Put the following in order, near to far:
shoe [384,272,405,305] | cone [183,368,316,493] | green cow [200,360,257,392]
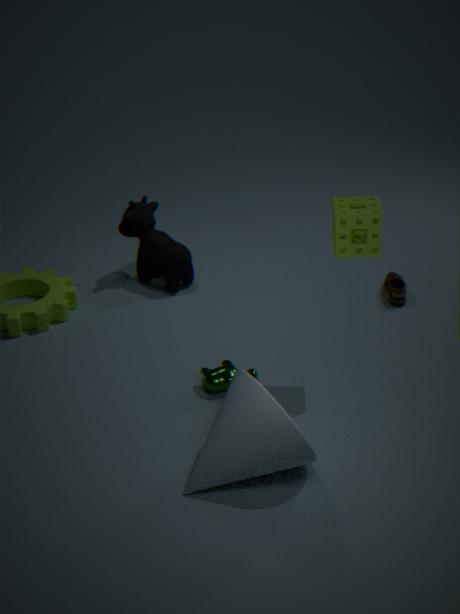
cone [183,368,316,493] → green cow [200,360,257,392] → shoe [384,272,405,305]
